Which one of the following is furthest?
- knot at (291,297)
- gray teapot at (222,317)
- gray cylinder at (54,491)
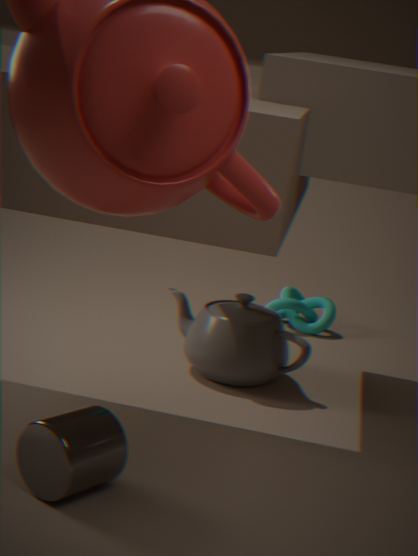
knot at (291,297)
